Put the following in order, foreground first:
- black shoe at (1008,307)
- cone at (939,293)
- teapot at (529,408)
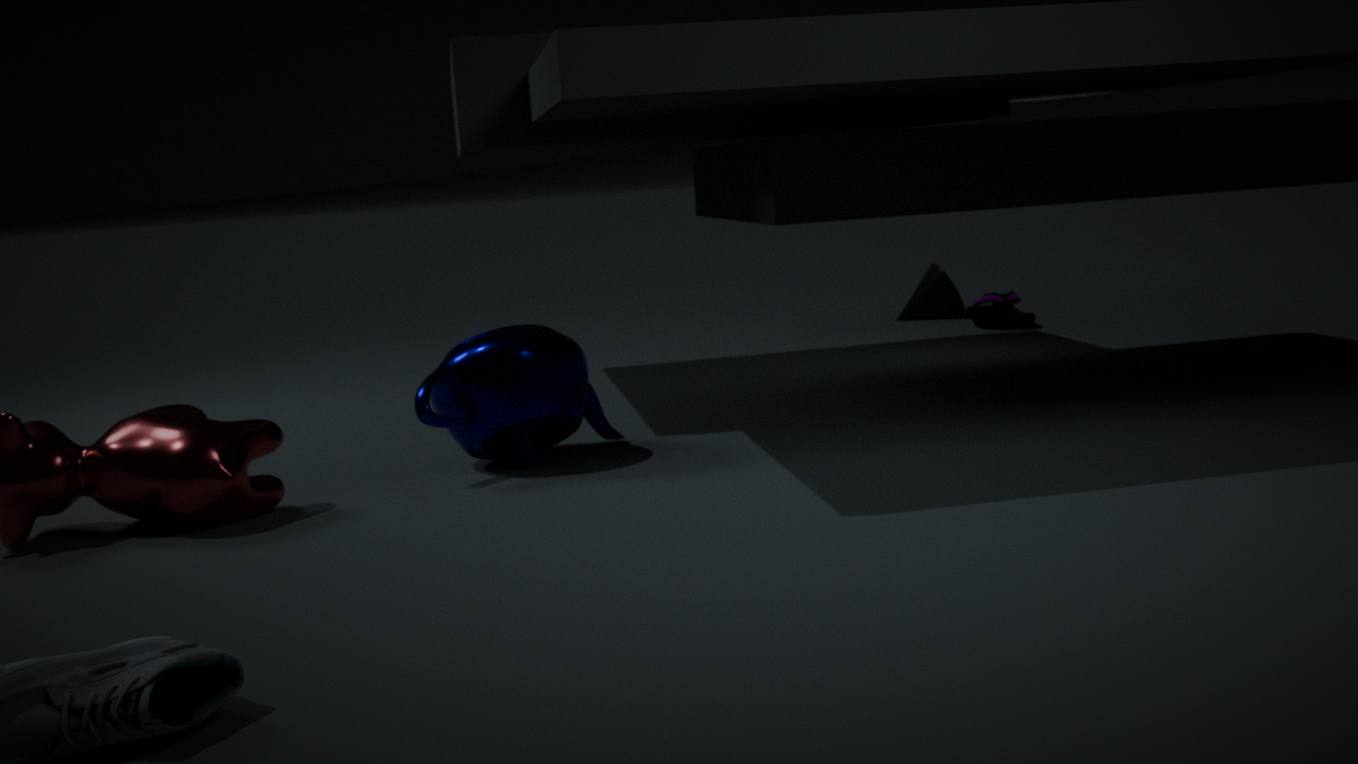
1. teapot at (529,408)
2. black shoe at (1008,307)
3. cone at (939,293)
